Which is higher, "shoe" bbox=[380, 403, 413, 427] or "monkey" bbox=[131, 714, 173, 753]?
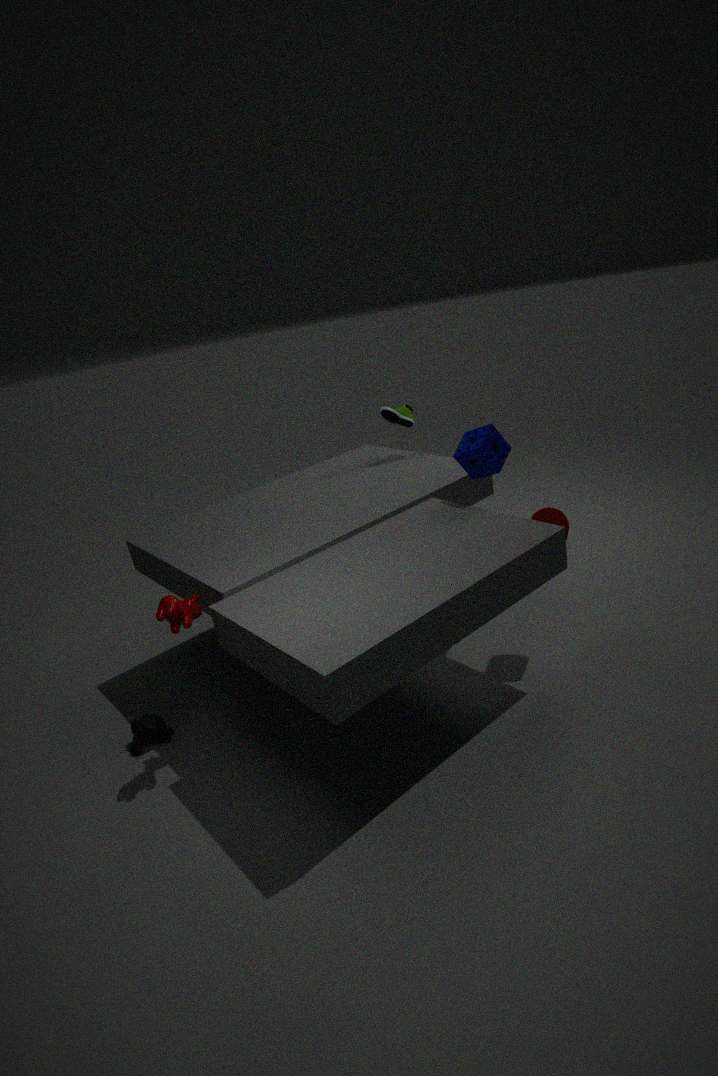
"shoe" bbox=[380, 403, 413, 427]
